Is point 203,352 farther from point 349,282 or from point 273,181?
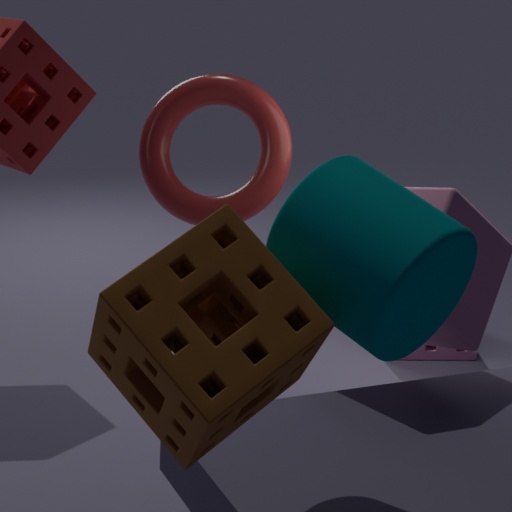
point 273,181
